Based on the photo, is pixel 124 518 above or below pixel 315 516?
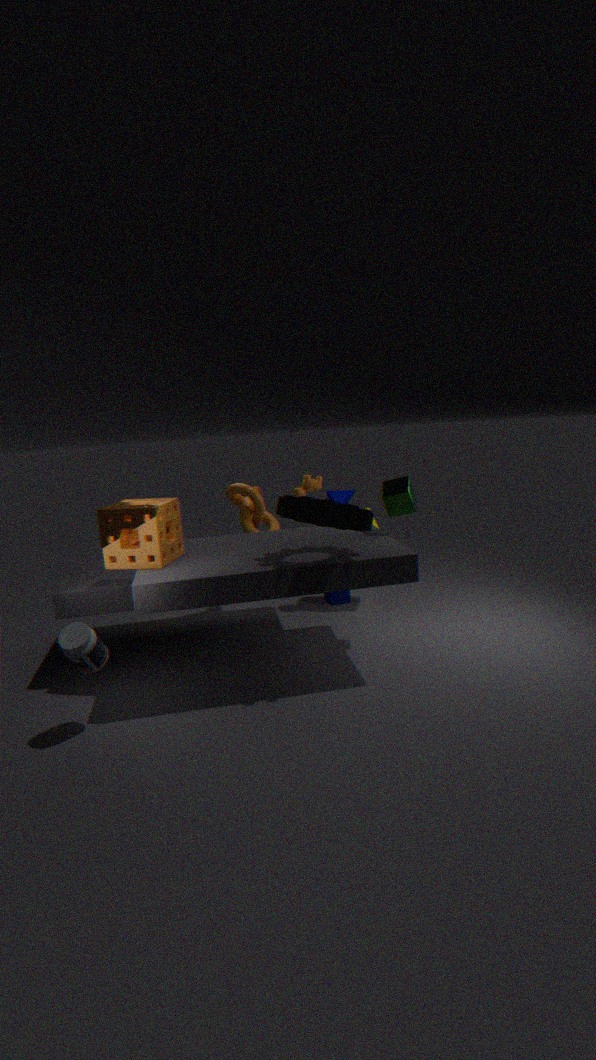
below
